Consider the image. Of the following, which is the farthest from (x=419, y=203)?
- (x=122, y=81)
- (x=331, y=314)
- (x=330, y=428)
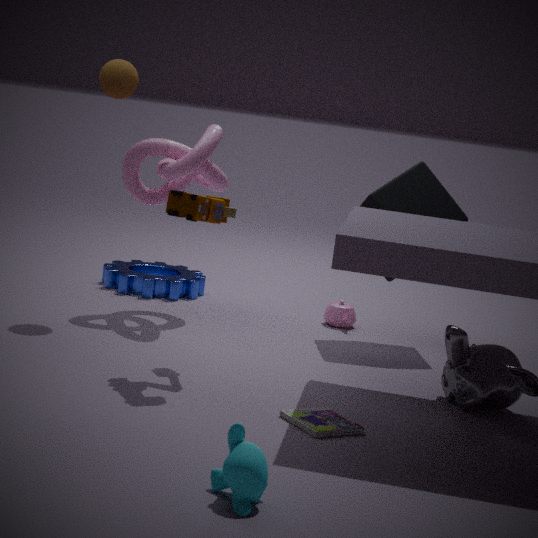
(x=330, y=428)
